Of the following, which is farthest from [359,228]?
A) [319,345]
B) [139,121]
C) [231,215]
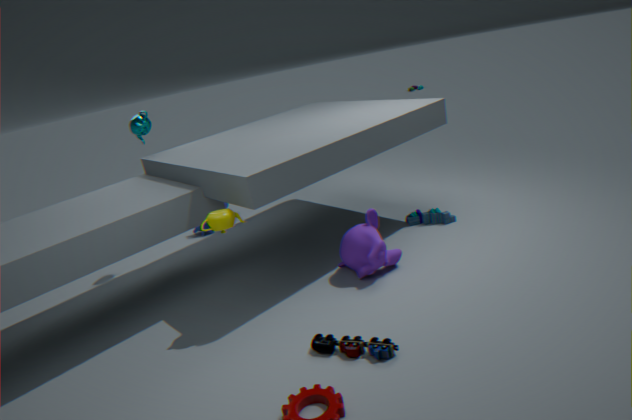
[139,121]
